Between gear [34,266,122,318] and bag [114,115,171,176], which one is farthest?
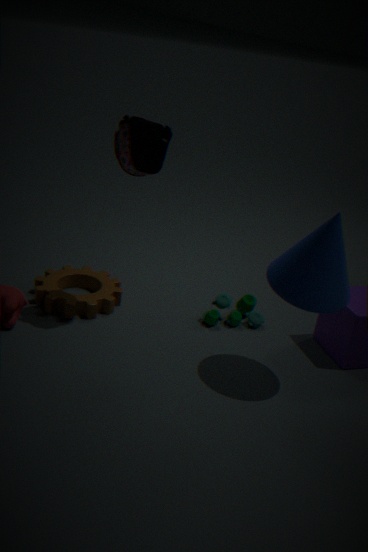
gear [34,266,122,318]
